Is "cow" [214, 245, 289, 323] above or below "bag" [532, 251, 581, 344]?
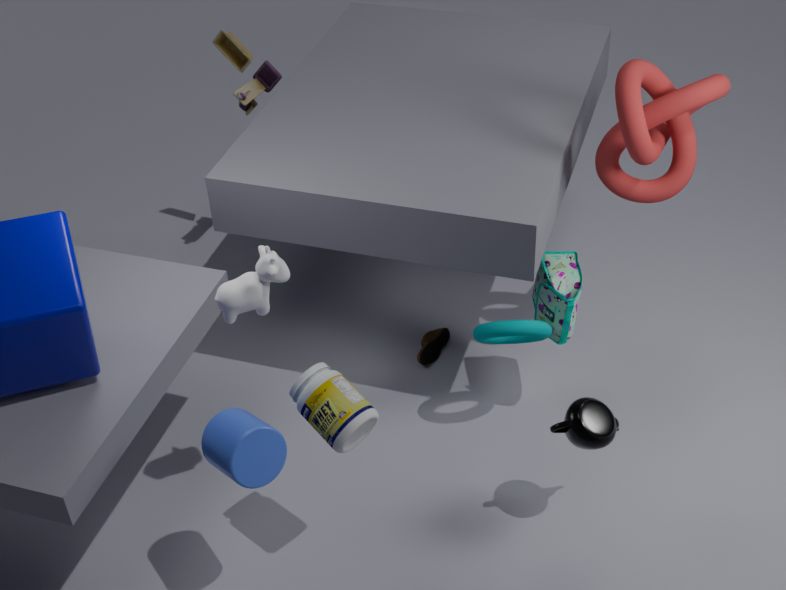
above
